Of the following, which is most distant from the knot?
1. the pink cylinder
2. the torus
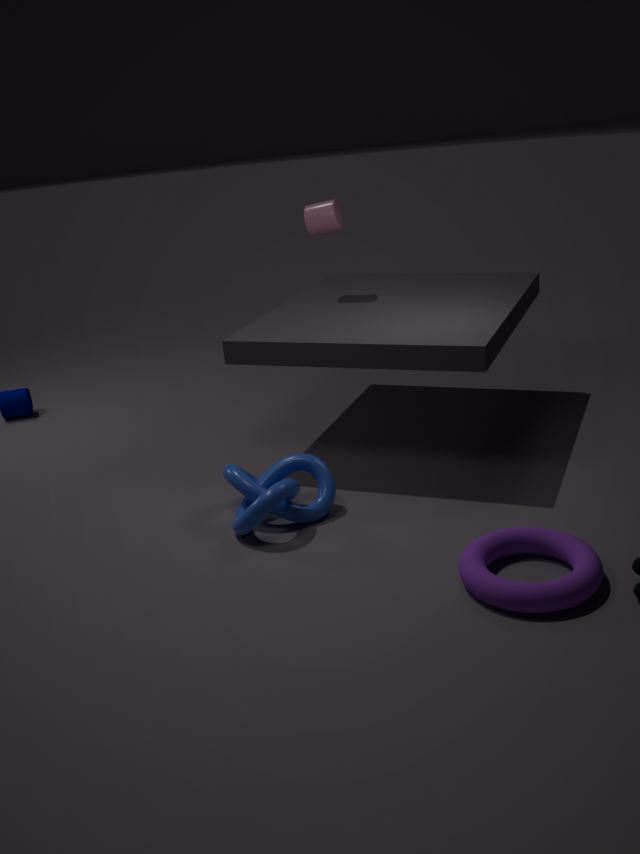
the pink cylinder
